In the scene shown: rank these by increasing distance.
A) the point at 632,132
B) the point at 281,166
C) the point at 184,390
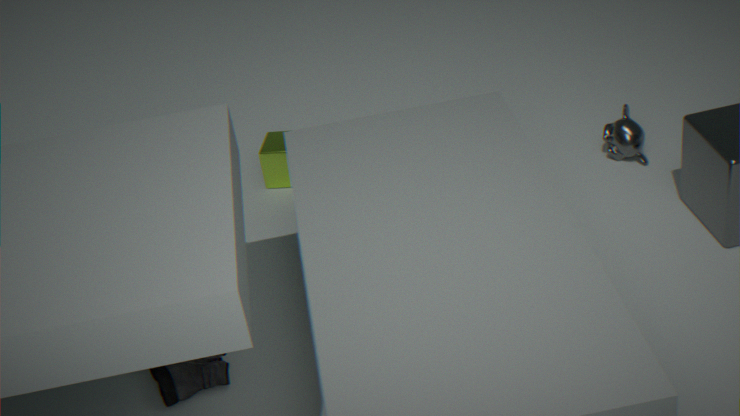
the point at 184,390 < the point at 632,132 < the point at 281,166
